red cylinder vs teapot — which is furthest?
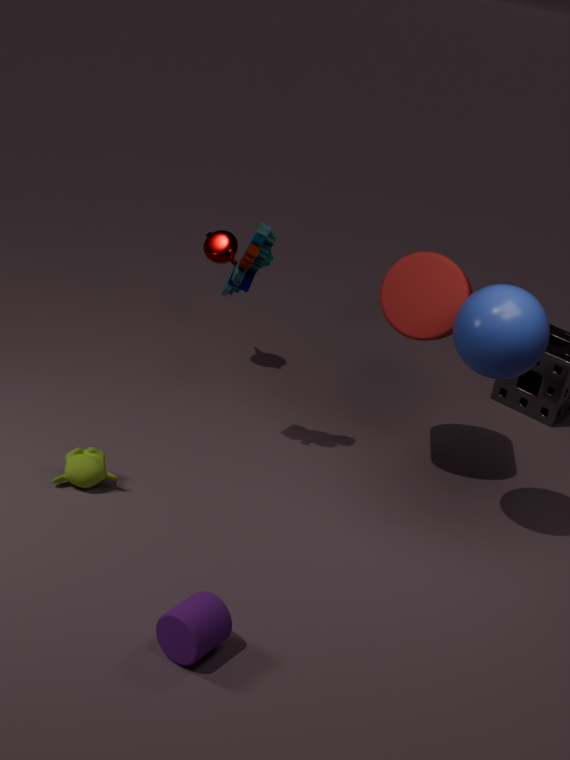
teapot
